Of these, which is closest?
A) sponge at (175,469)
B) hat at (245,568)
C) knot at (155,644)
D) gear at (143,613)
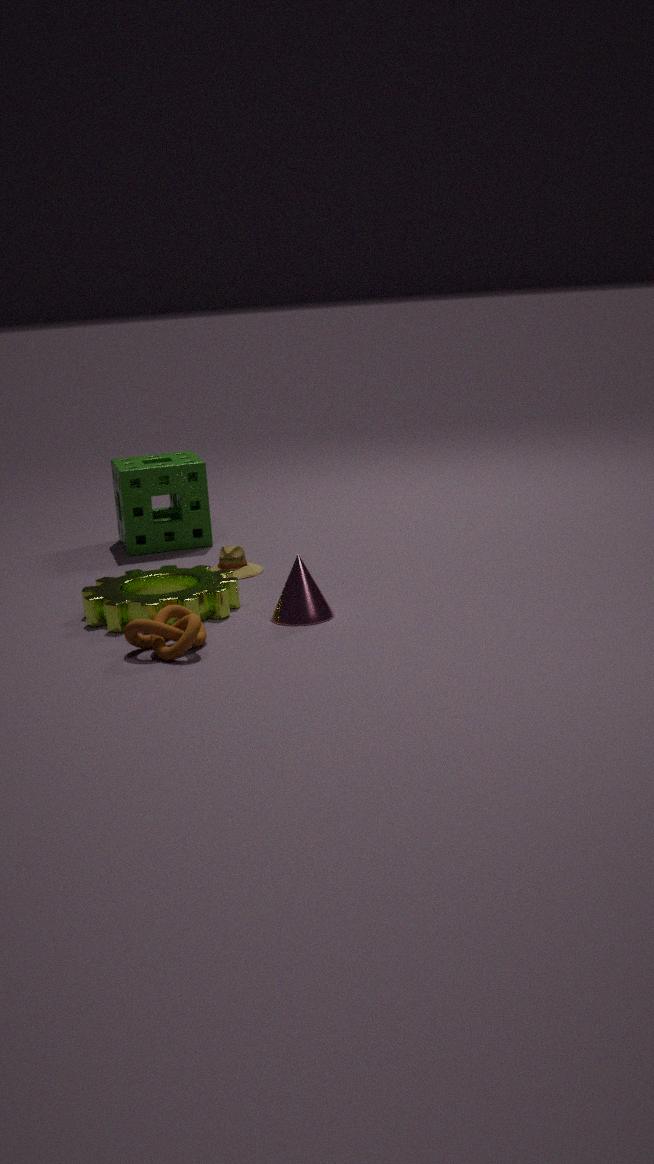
knot at (155,644)
